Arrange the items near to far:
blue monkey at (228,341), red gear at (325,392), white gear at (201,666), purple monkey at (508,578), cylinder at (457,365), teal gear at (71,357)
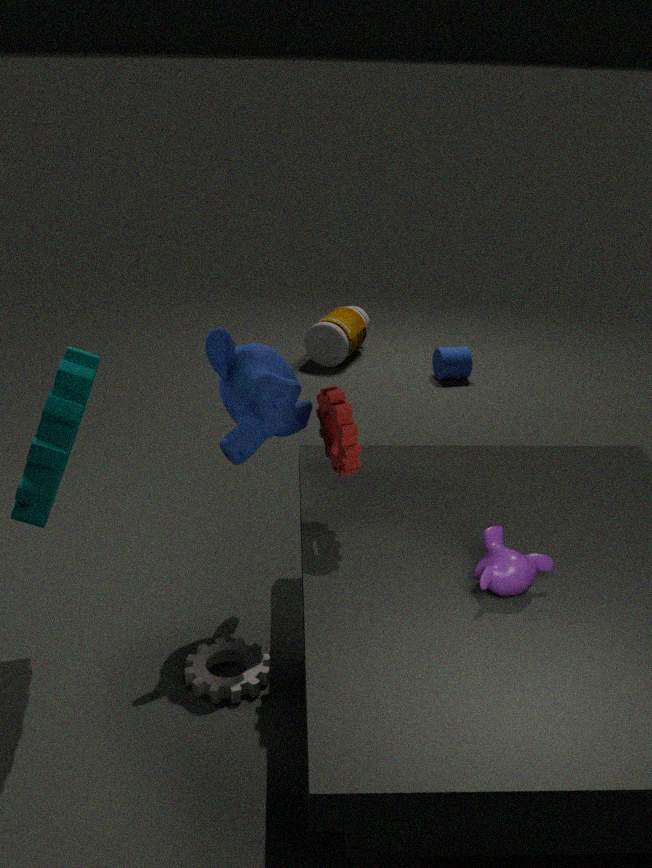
purple monkey at (508,578) < teal gear at (71,357) < red gear at (325,392) < white gear at (201,666) < blue monkey at (228,341) < cylinder at (457,365)
